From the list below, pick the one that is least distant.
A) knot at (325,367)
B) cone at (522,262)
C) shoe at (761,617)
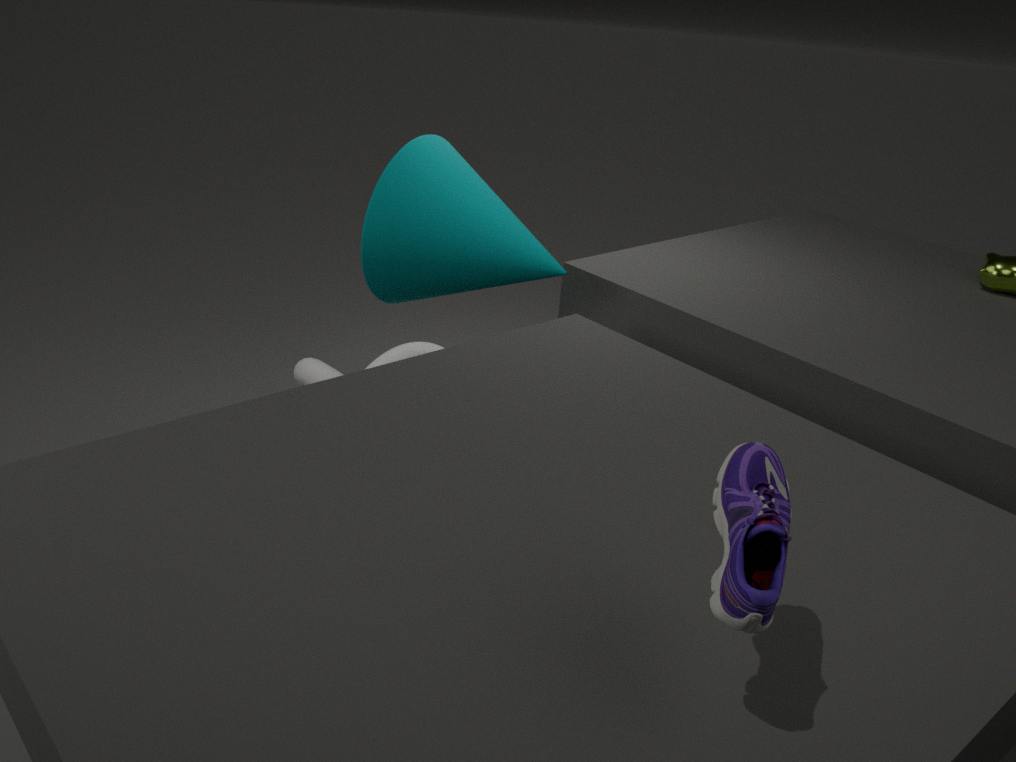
shoe at (761,617)
